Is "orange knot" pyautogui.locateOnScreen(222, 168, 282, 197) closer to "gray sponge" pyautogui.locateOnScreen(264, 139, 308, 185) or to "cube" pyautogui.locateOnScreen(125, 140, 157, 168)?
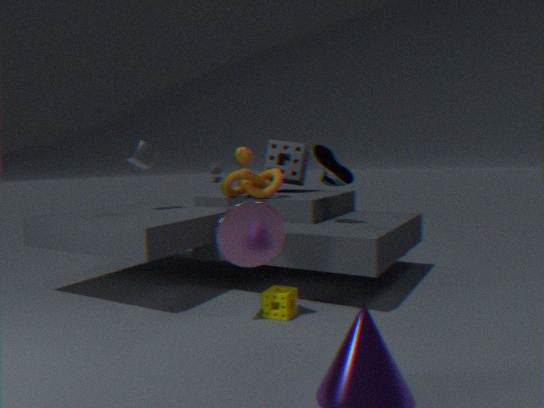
"gray sponge" pyautogui.locateOnScreen(264, 139, 308, 185)
